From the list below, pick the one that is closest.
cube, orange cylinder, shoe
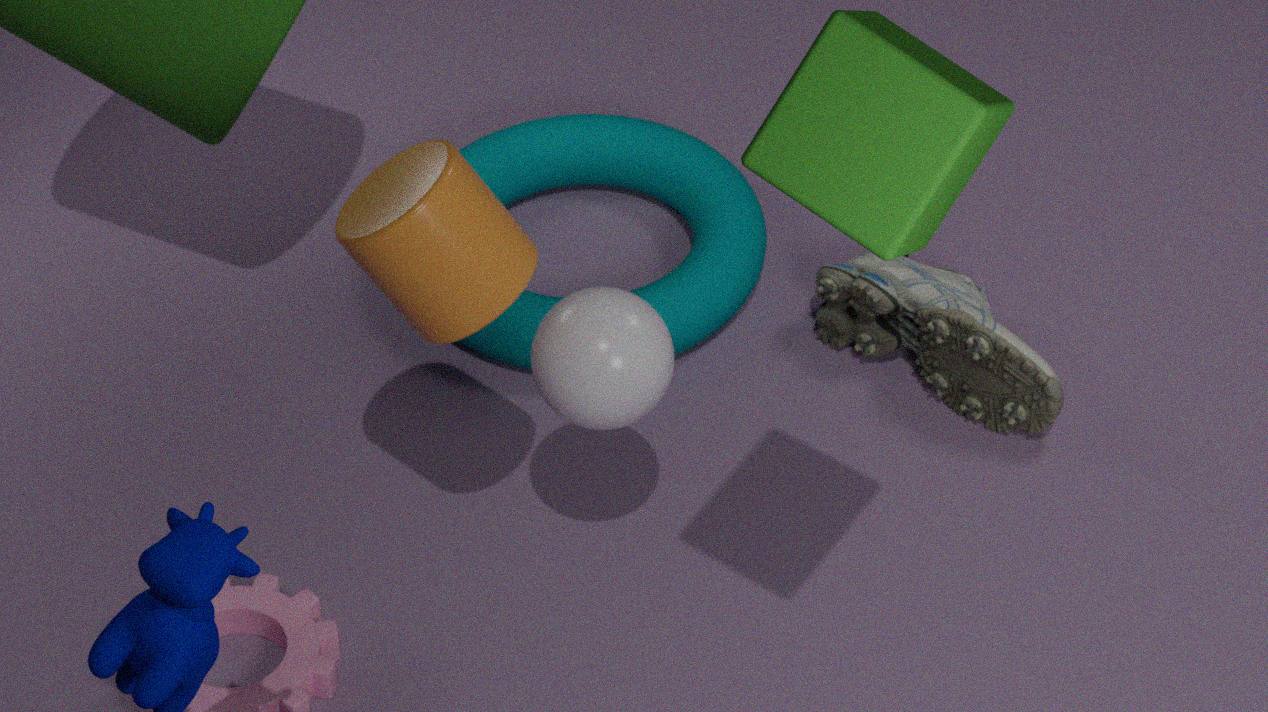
cube
